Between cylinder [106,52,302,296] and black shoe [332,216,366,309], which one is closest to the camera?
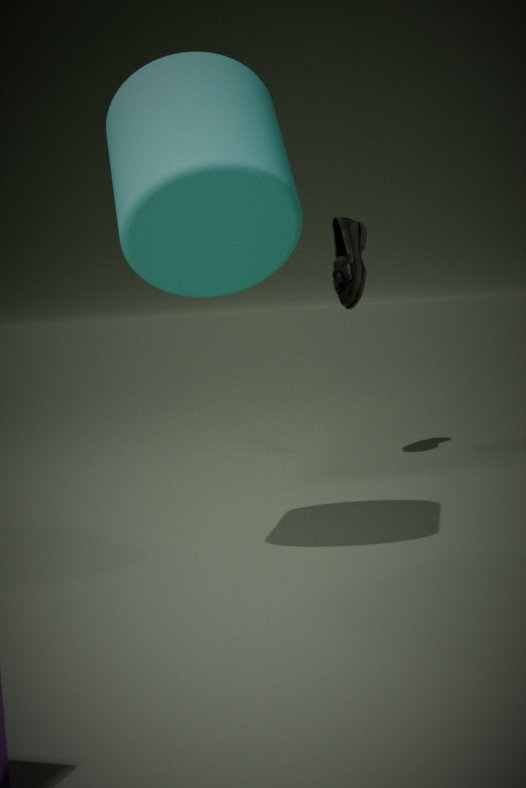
cylinder [106,52,302,296]
